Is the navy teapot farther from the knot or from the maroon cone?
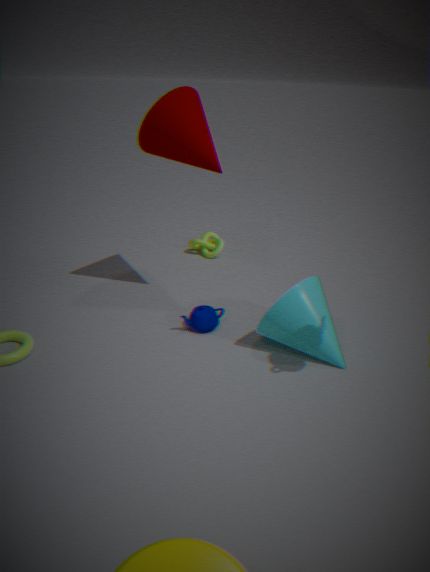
the knot
